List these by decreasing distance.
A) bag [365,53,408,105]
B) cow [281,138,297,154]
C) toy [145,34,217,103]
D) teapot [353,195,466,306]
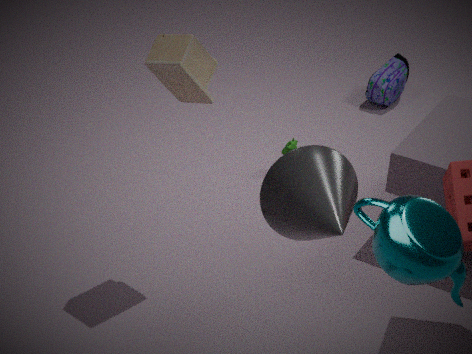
Answer: bag [365,53,408,105] → cow [281,138,297,154] → toy [145,34,217,103] → teapot [353,195,466,306]
